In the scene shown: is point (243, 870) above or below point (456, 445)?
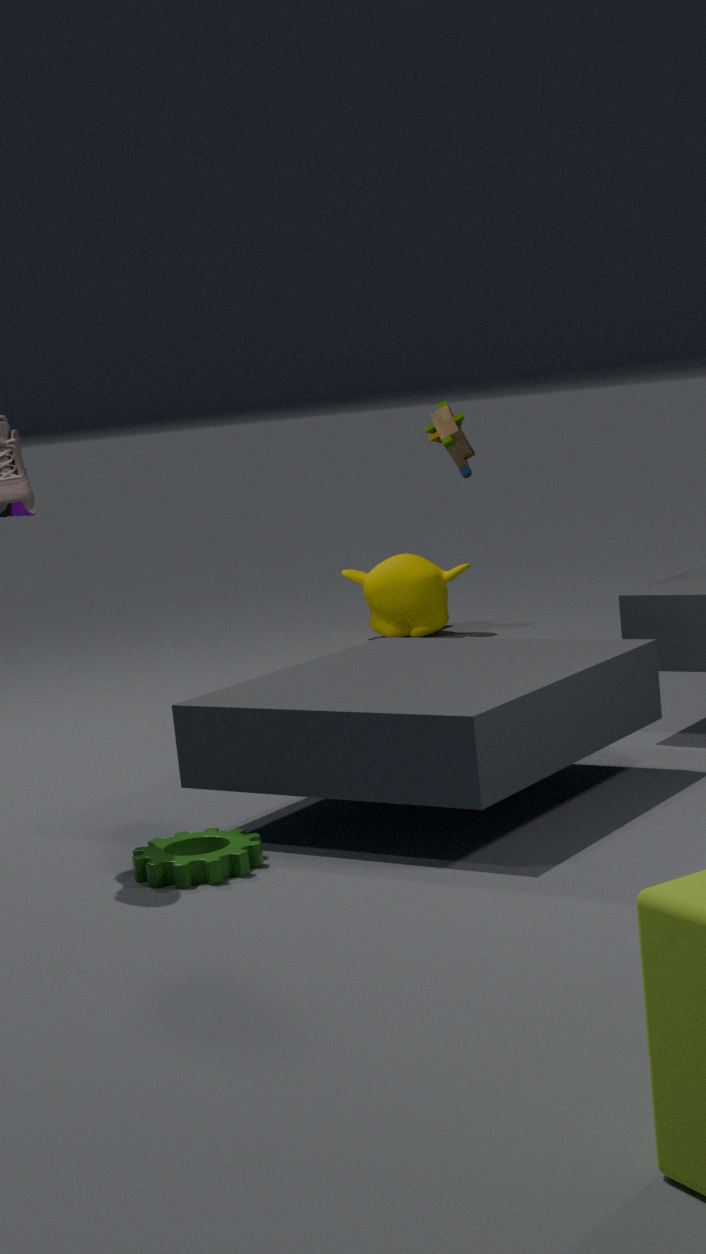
below
